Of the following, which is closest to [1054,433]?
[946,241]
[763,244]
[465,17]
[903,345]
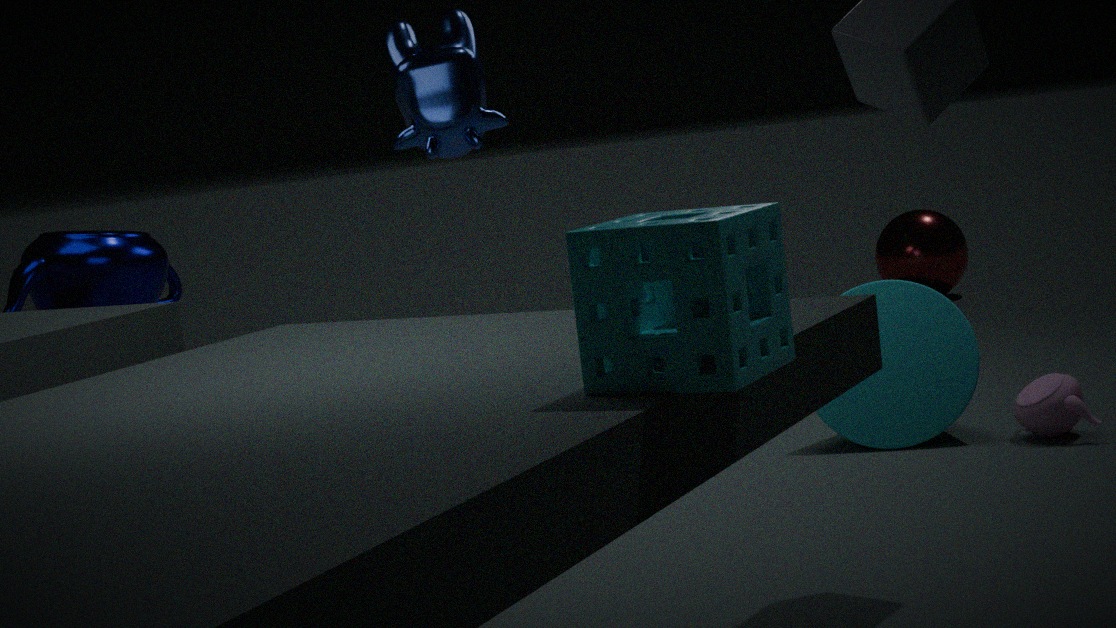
[903,345]
